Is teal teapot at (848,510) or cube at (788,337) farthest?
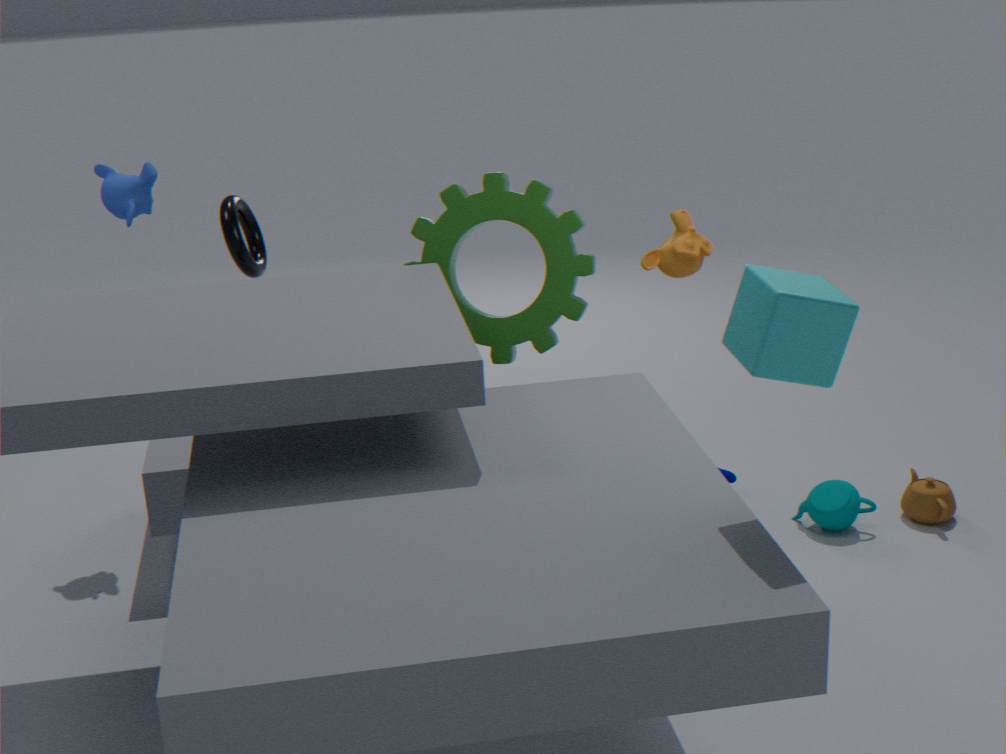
teal teapot at (848,510)
